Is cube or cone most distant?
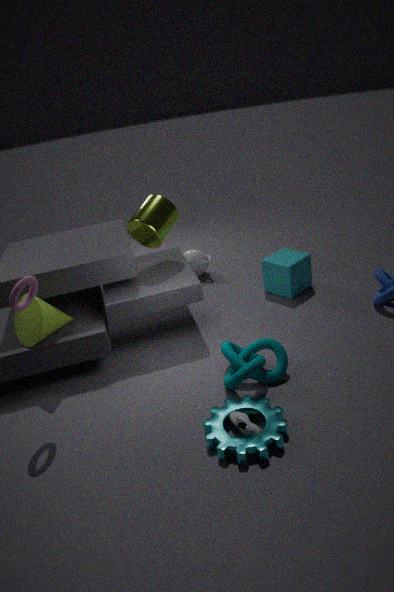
cube
